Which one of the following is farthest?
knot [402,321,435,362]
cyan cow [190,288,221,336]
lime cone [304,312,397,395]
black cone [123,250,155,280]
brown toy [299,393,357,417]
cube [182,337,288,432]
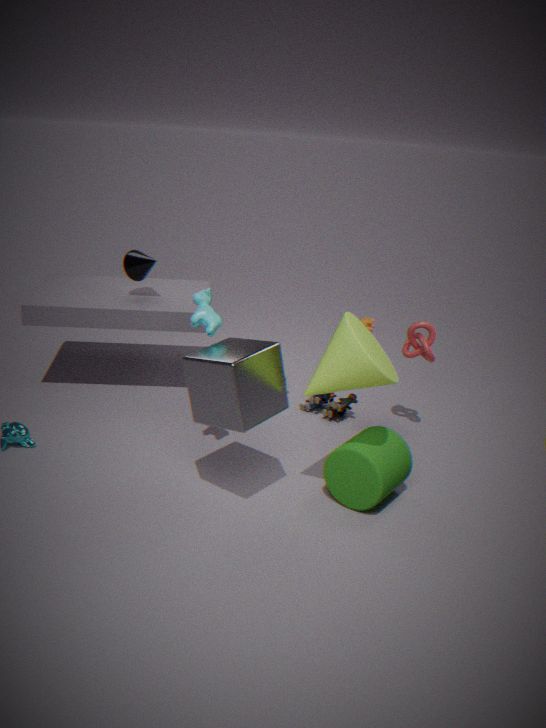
black cone [123,250,155,280]
